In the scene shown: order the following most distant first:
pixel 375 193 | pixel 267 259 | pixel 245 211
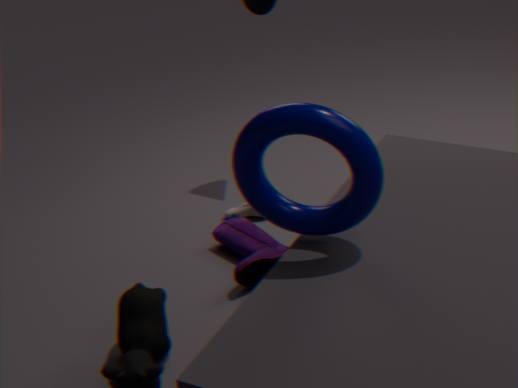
1. pixel 245 211
2. pixel 267 259
3. pixel 375 193
